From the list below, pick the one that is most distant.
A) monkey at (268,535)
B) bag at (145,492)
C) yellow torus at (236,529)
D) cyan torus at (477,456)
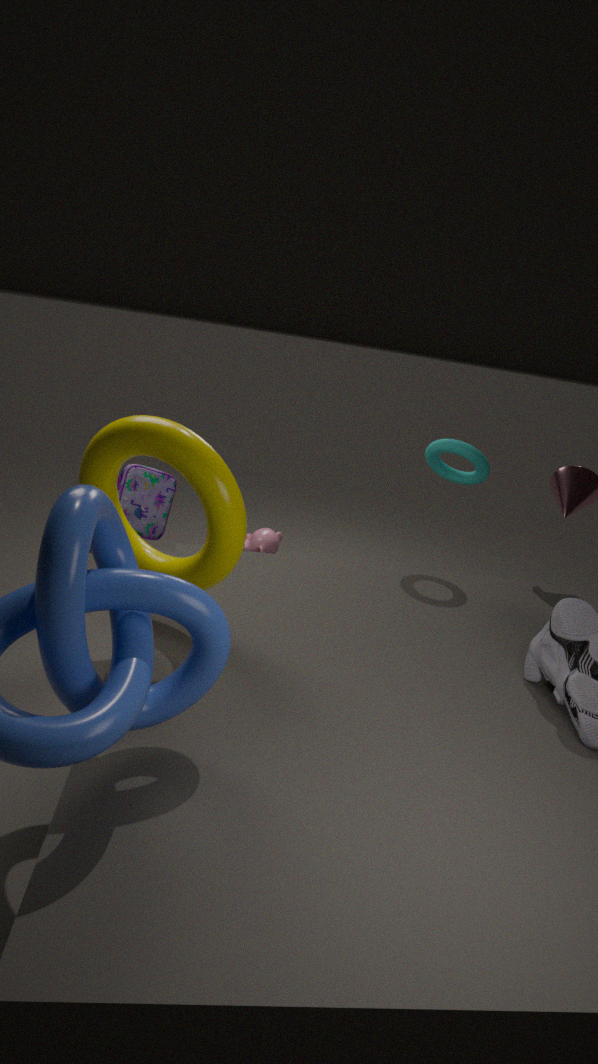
monkey at (268,535)
